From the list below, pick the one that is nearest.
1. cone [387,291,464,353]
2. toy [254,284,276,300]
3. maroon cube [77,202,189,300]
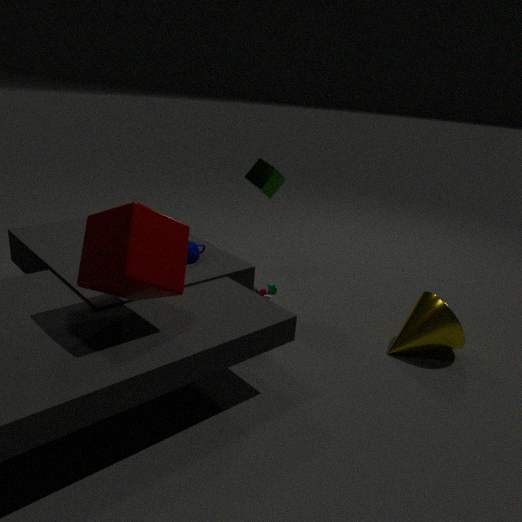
maroon cube [77,202,189,300]
